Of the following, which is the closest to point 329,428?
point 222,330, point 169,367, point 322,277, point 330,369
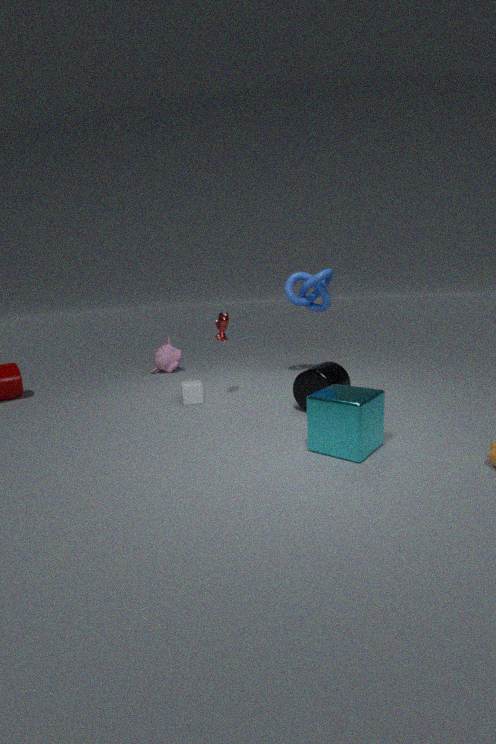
point 330,369
